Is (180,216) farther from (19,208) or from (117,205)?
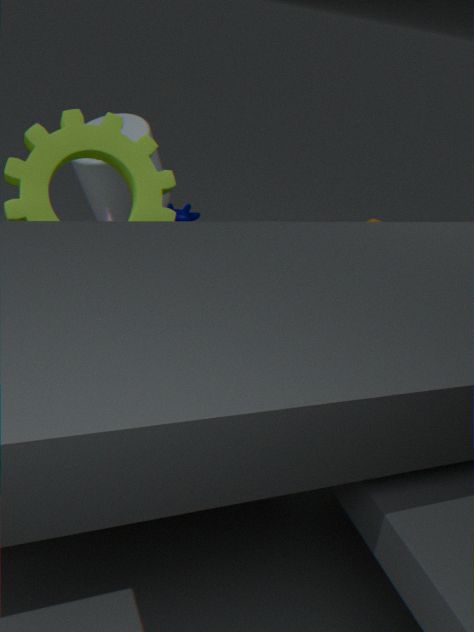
(19,208)
